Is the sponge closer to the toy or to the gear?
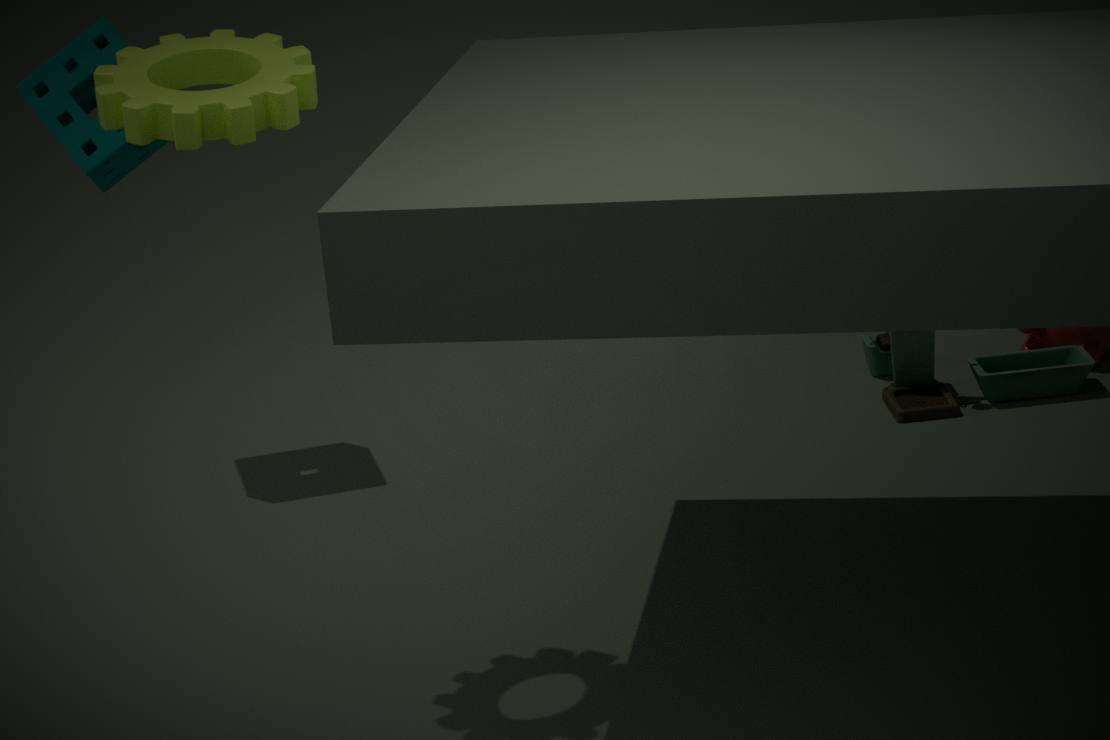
the gear
